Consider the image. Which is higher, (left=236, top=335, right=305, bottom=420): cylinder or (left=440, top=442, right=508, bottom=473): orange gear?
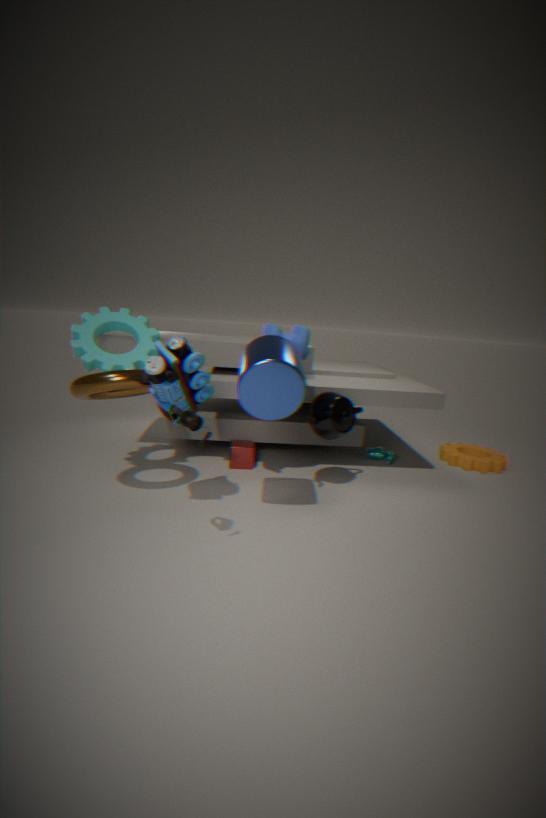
(left=236, top=335, right=305, bottom=420): cylinder
